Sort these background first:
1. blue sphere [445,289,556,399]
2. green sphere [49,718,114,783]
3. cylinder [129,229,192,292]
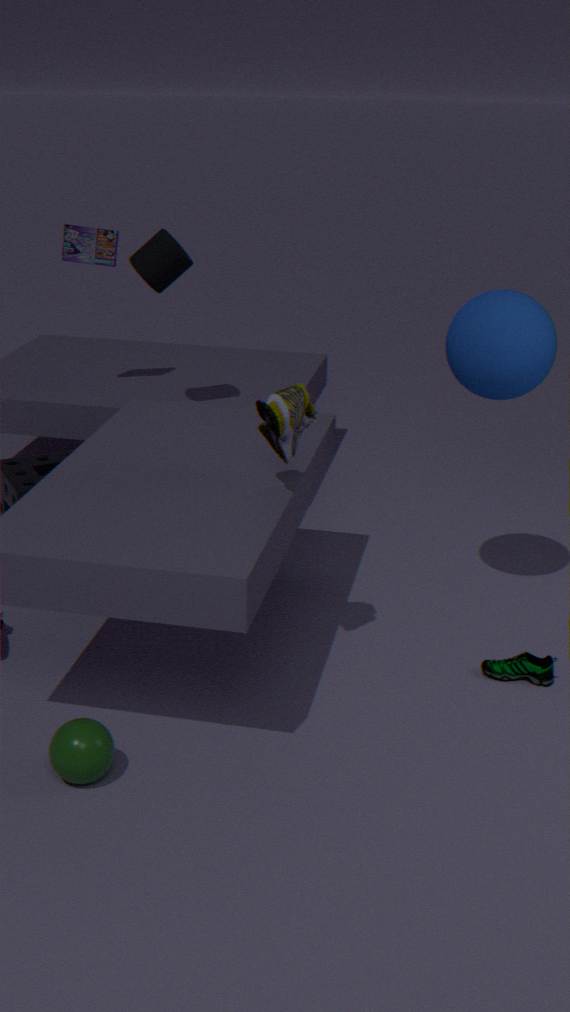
cylinder [129,229,192,292]
blue sphere [445,289,556,399]
green sphere [49,718,114,783]
